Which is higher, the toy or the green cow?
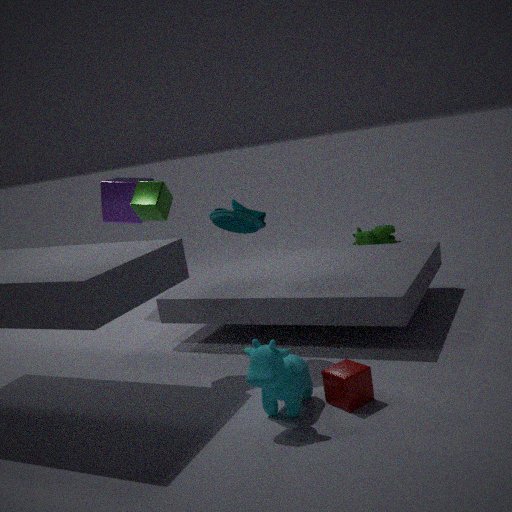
the toy
